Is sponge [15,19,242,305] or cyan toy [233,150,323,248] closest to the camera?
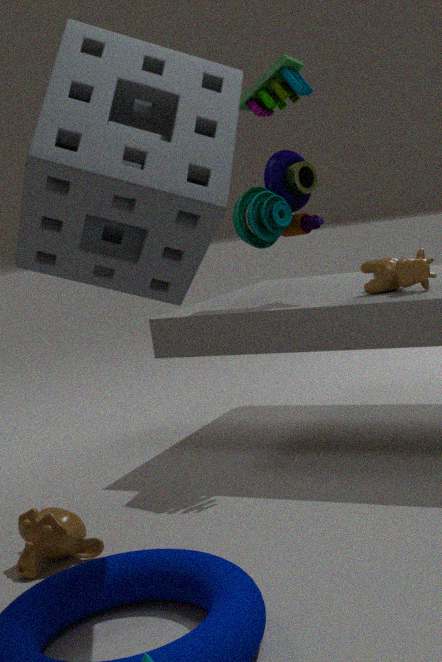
sponge [15,19,242,305]
